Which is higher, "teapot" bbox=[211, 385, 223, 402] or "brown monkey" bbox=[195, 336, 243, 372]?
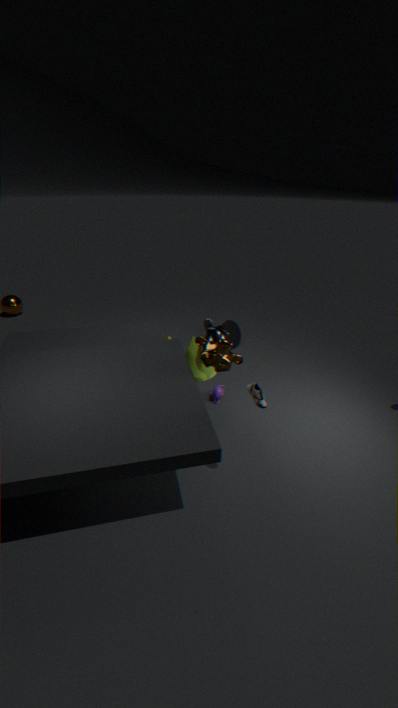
"brown monkey" bbox=[195, 336, 243, 372]
